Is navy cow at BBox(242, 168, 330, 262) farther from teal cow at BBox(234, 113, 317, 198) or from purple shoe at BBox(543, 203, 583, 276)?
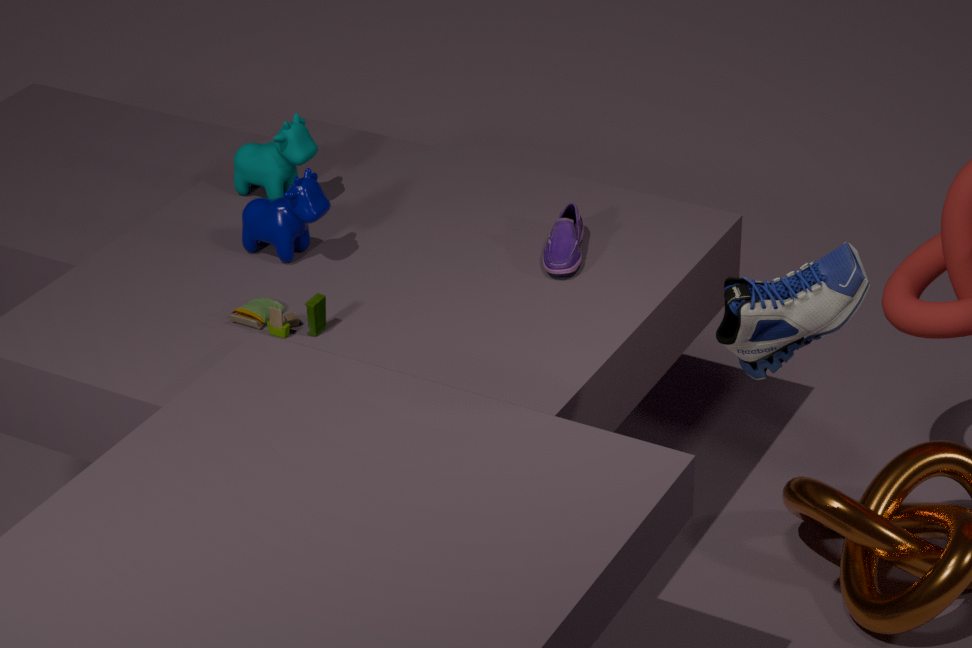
purple shoe at BBox(543, 203, 583, 276)
